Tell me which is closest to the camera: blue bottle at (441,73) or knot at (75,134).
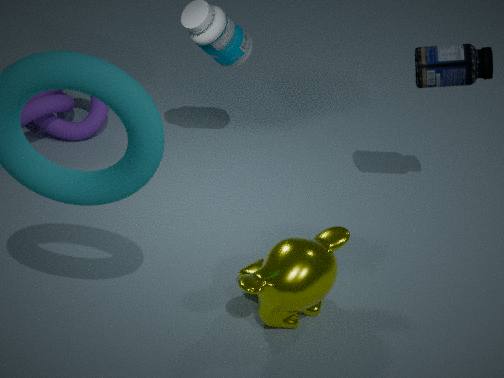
blue bottle at (441,73)
